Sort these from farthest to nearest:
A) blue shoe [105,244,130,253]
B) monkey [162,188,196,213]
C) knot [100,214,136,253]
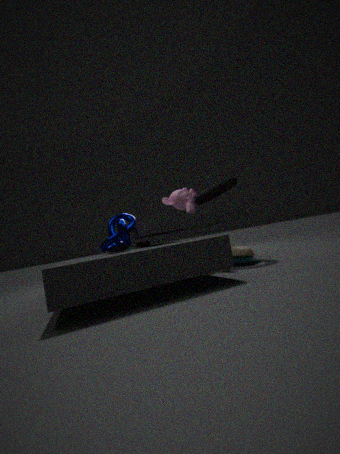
monkey [162,188,196,213] < knot [100,214,136,253] < blue shoe [105,244,130,253]
